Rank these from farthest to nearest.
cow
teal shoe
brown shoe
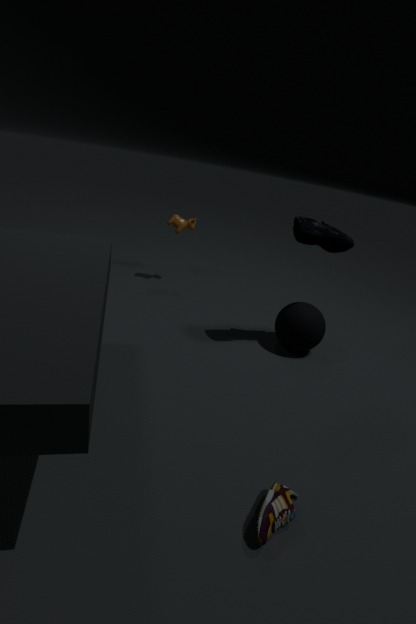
cow < teal shoe < brown shoe
